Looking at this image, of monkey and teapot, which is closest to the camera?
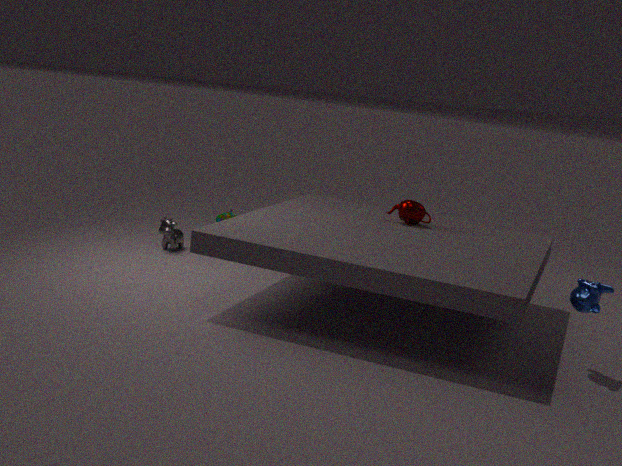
monkey
